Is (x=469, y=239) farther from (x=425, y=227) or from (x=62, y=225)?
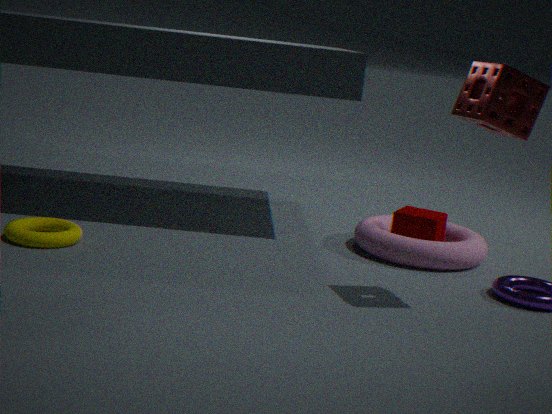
(x=62, y=225)
